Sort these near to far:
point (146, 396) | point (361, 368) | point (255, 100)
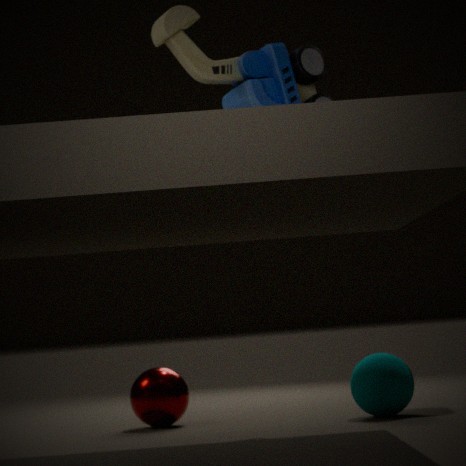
point (255, 100) → point (361, 368) → point (146, 396)
